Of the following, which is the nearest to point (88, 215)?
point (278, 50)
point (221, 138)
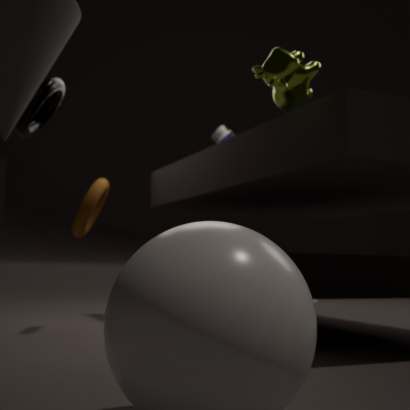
point (278, 50)
